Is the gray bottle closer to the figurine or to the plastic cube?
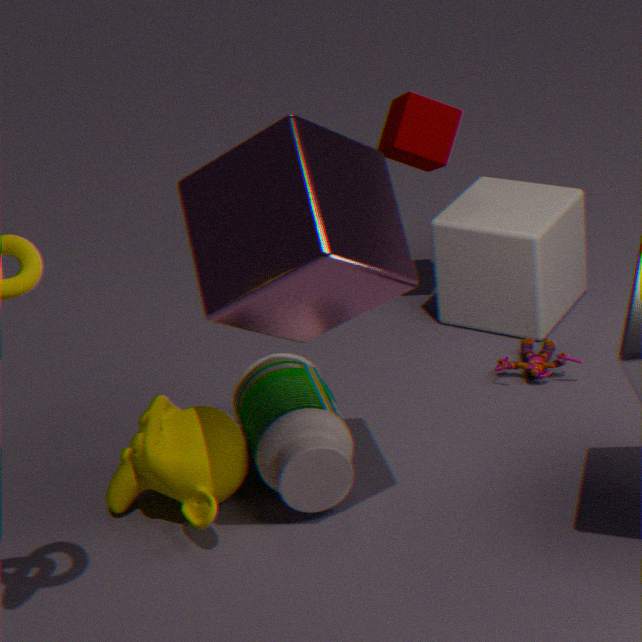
the figurine
